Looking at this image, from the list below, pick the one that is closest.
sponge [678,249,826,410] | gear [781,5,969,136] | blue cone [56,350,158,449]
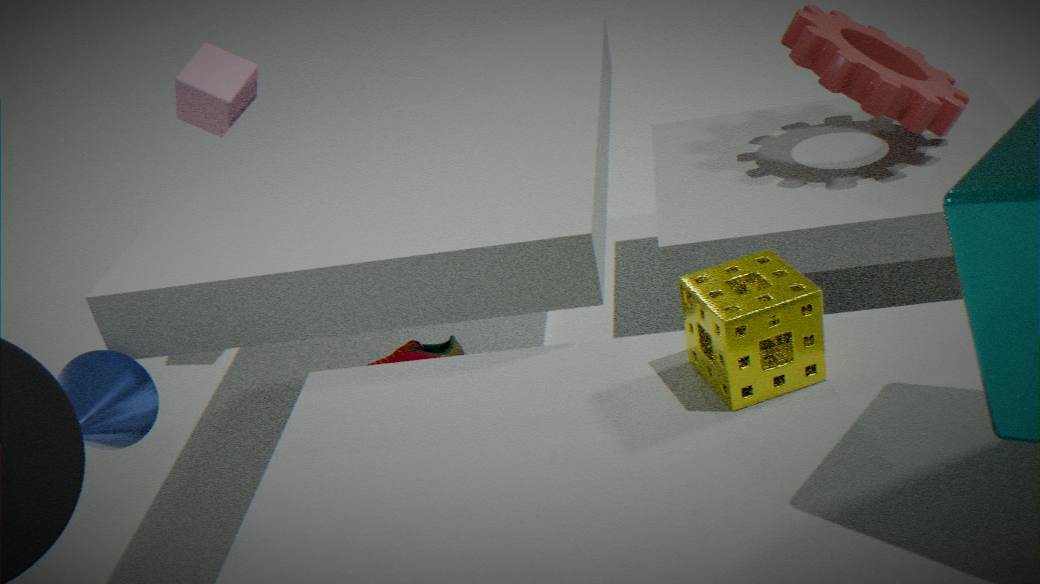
sponge [678,249,826,410]
